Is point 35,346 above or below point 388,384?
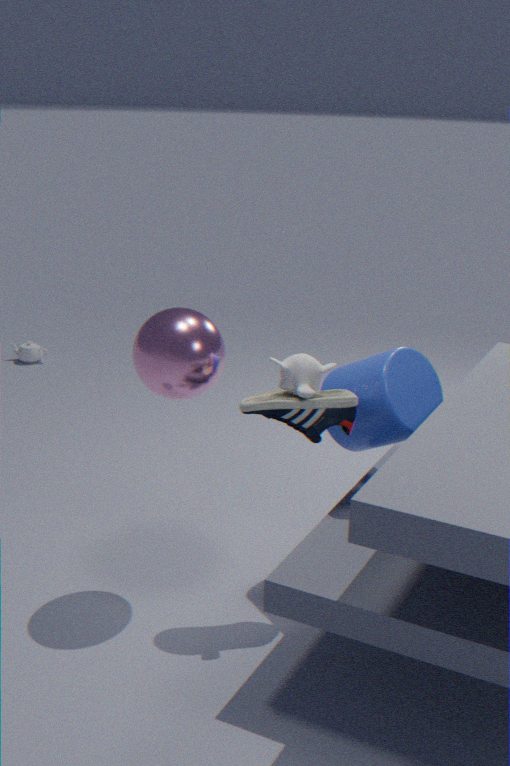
below
